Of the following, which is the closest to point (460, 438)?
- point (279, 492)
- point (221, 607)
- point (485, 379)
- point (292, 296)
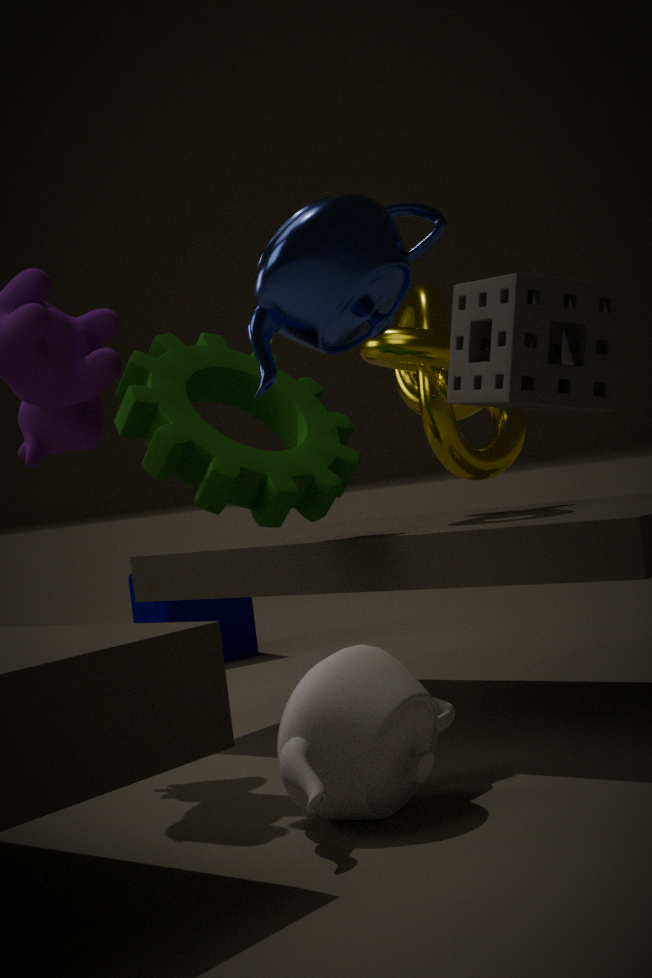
point (279, 492)
